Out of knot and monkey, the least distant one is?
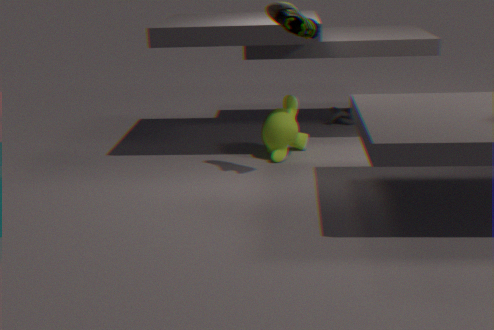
monkey
